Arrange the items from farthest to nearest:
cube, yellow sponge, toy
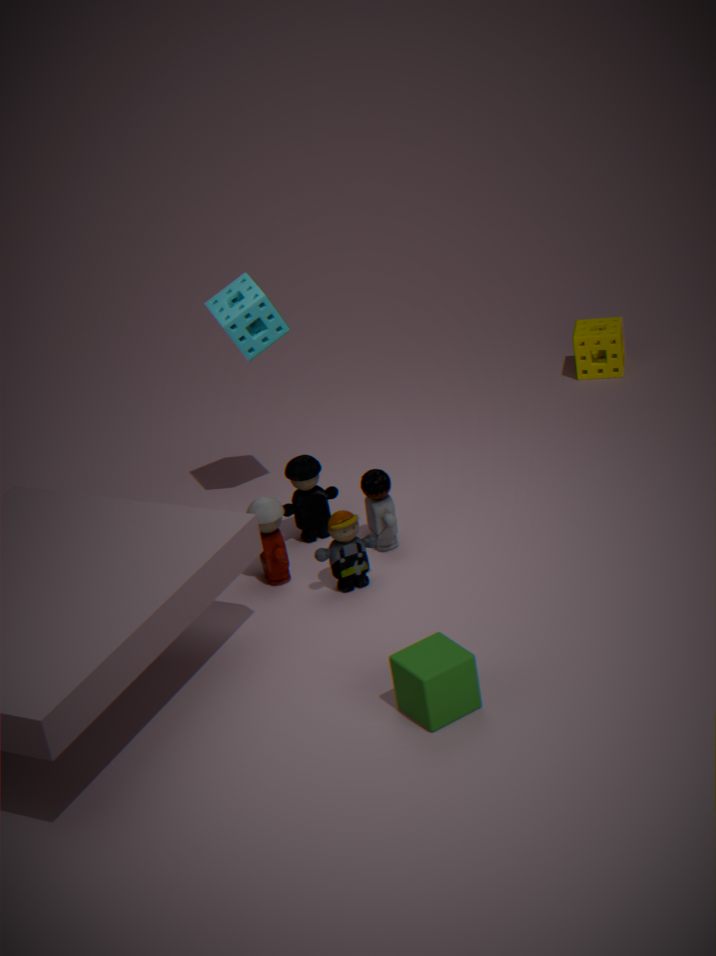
yellow sponge < toy < cube
